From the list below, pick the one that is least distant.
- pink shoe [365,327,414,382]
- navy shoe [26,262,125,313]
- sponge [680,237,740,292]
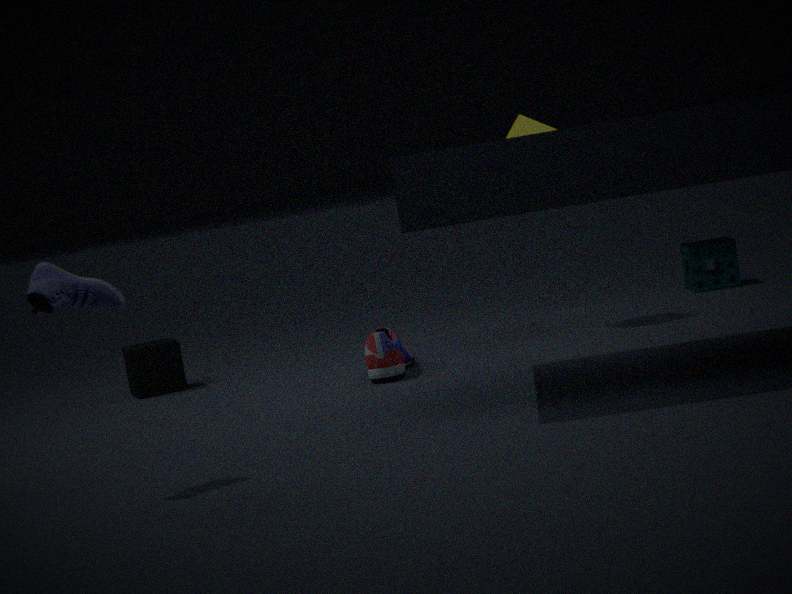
navy shoe [26,262,125,313]
